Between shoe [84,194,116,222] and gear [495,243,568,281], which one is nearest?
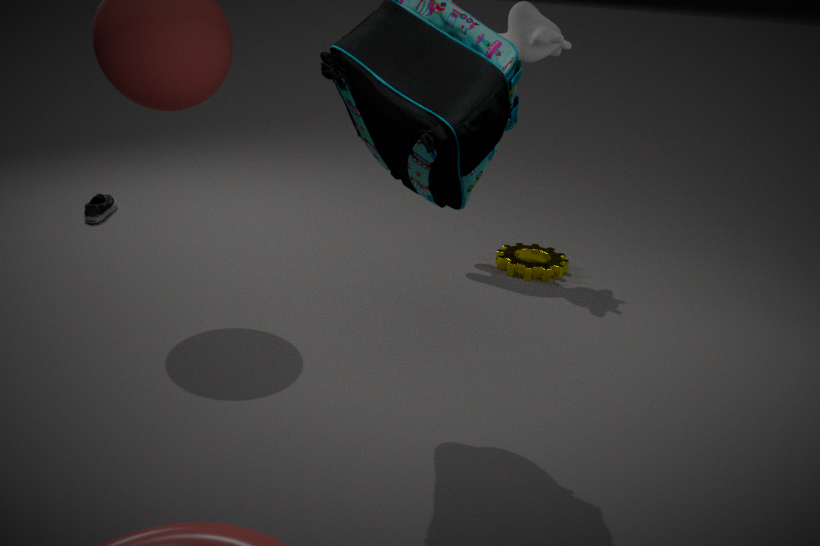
gear [495,243,568,281]
